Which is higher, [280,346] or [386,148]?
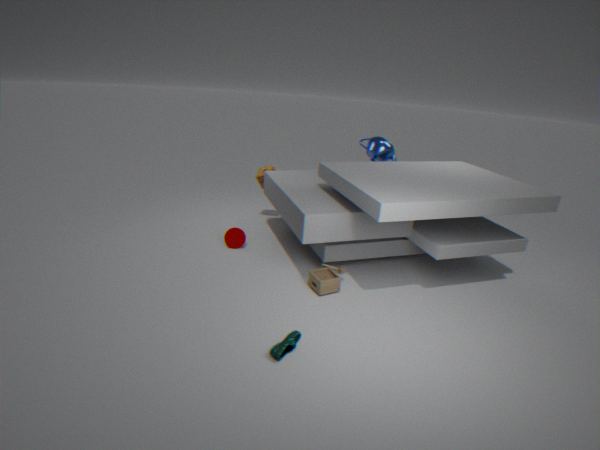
[386,148]
